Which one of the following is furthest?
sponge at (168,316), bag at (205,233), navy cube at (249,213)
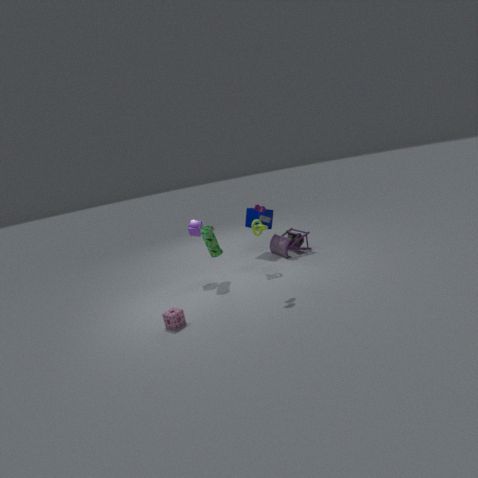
navy cube at (249,213)
